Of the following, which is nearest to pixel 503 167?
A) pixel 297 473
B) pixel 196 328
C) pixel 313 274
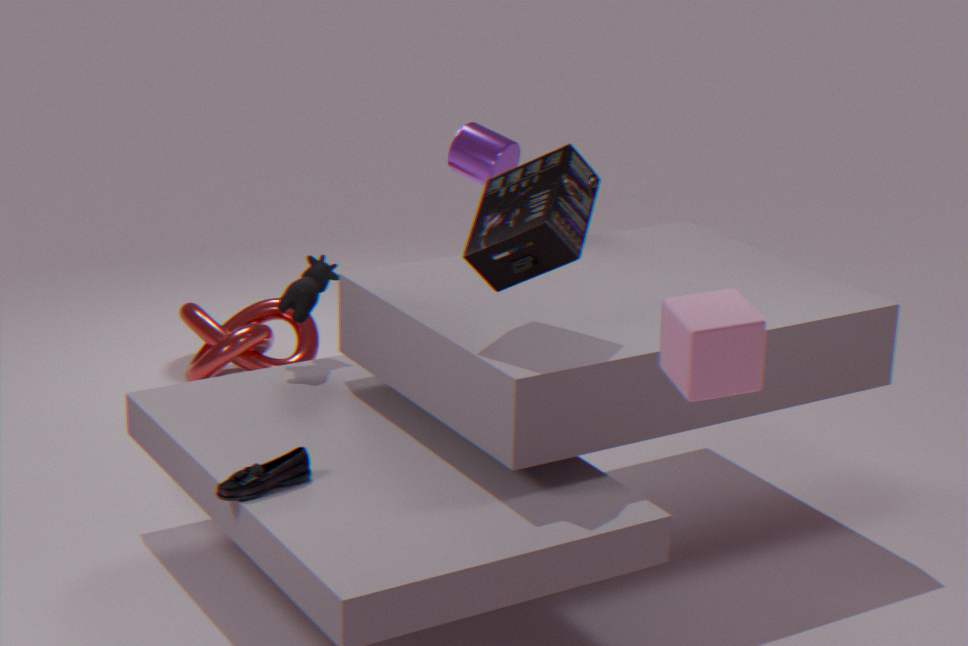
pixel 313 274
